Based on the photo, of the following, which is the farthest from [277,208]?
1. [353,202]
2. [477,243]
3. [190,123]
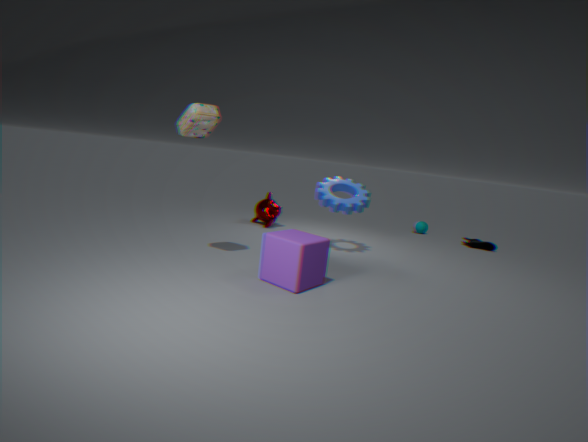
[477,243]
